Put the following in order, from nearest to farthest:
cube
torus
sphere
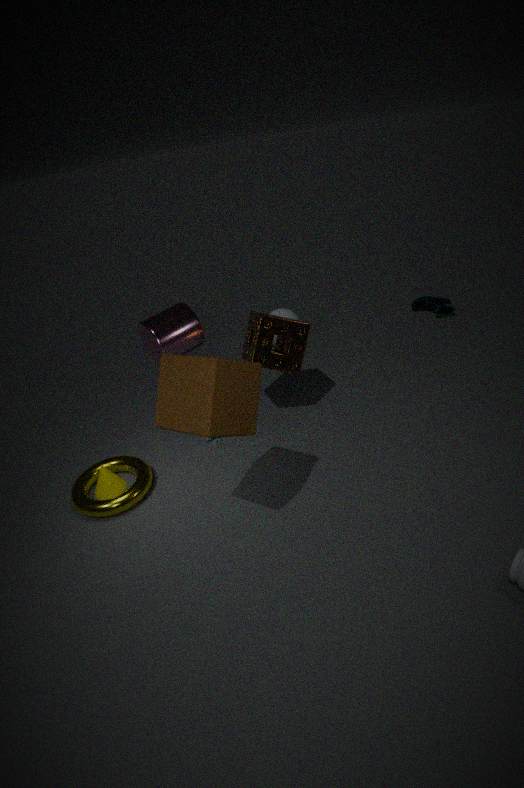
1. cube
2. torus
3. sphere
